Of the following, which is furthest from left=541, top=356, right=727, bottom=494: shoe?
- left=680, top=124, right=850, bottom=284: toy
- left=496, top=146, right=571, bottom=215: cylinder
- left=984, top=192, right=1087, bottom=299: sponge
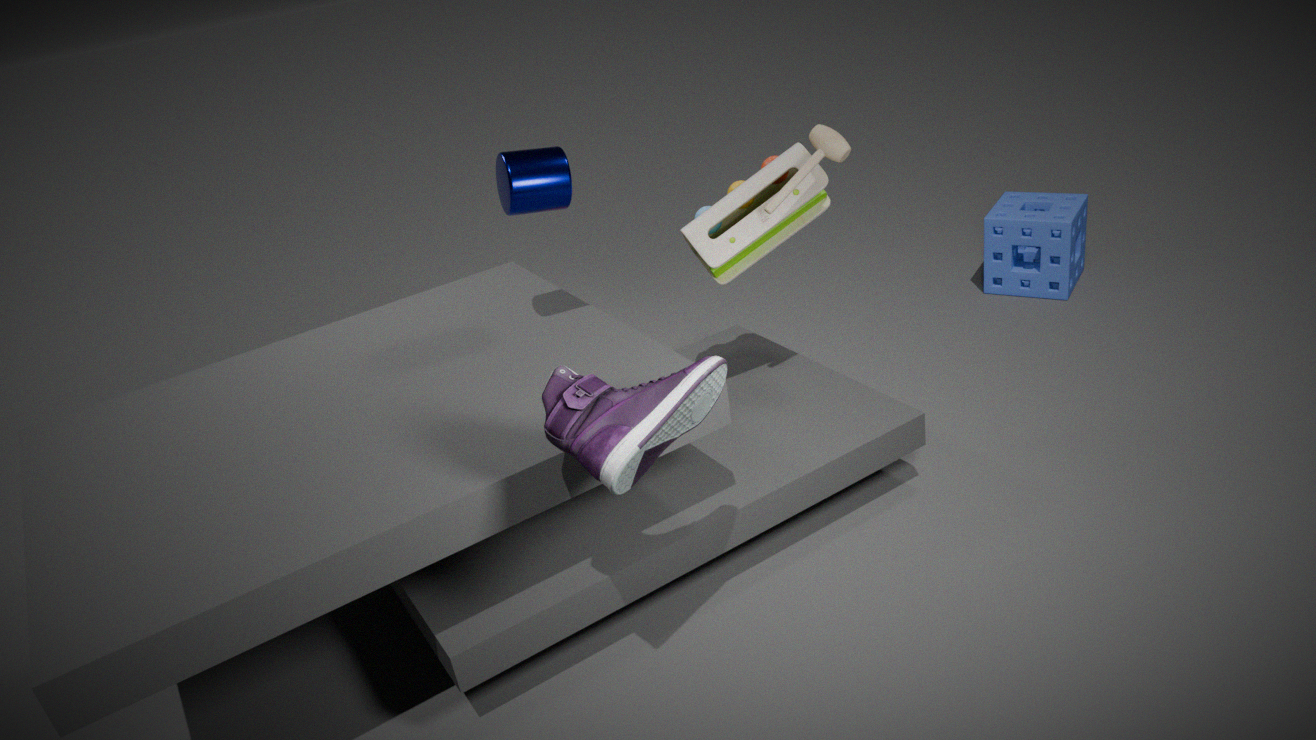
left=984, top=192, right=1087, bottom=299: sponge
